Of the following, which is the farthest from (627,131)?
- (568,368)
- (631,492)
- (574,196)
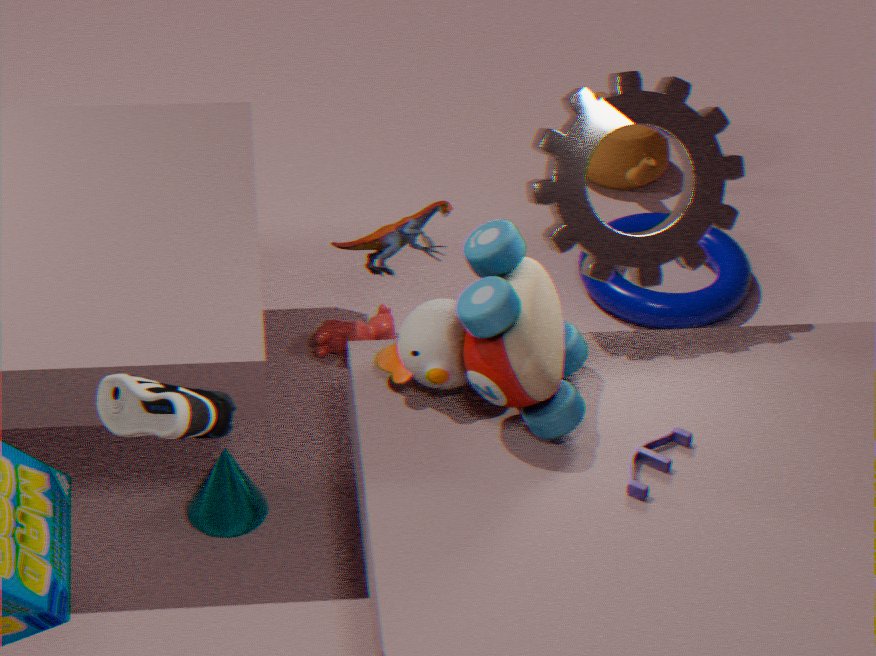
(631,492)
